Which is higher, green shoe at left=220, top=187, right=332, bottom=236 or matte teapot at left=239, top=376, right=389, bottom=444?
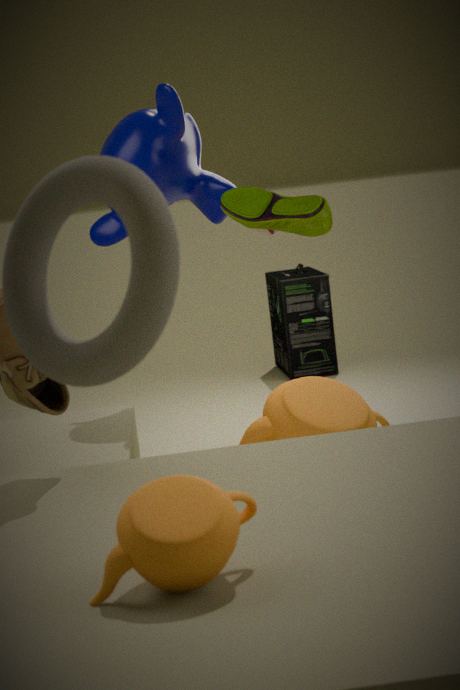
green shoe at left=220, top=187, right=332, bottom=236
